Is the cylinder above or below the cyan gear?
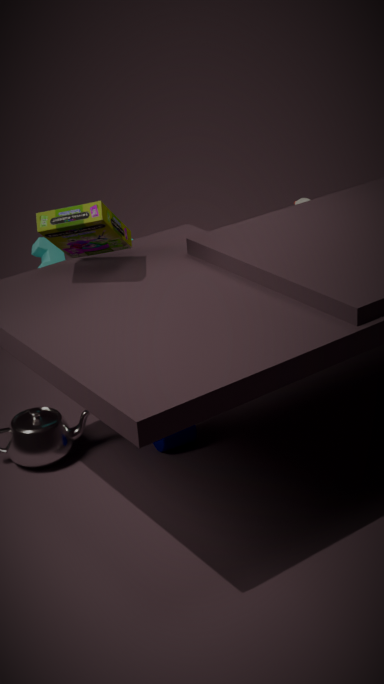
below
